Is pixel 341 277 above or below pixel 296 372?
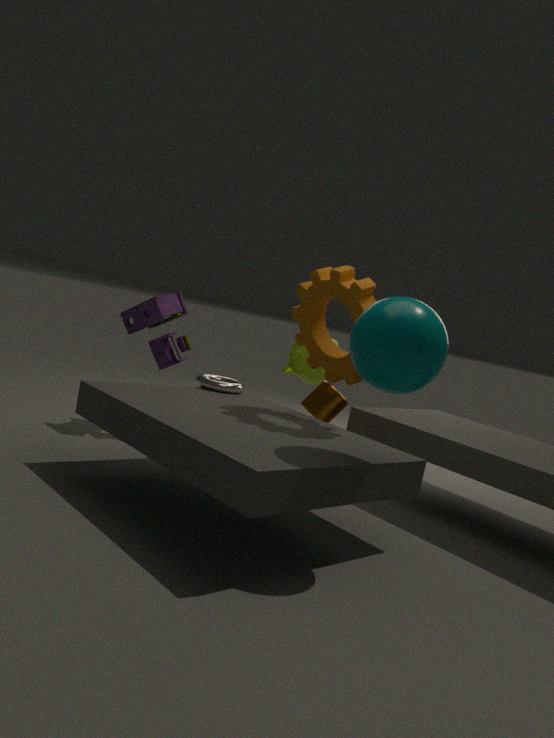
above
